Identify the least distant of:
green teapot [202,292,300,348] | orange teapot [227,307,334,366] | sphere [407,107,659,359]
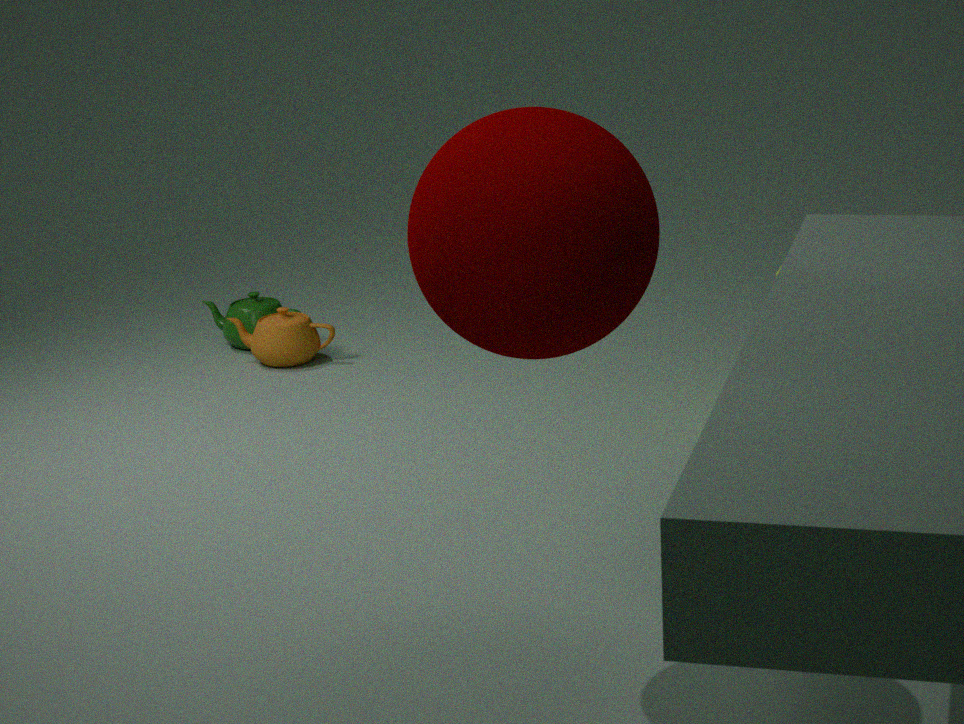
sphere [407,107,659,359]
